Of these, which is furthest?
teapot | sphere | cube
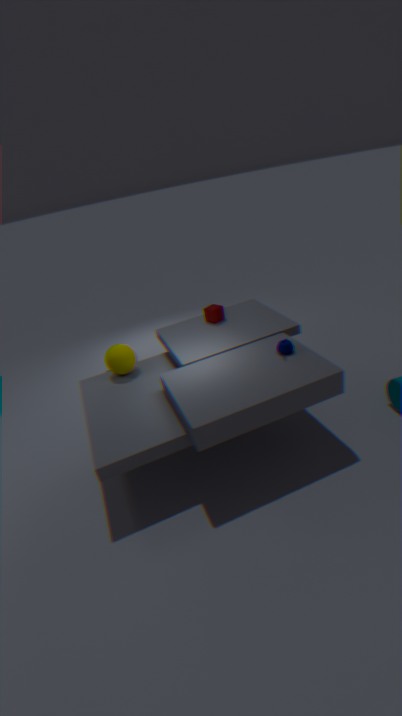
cube
